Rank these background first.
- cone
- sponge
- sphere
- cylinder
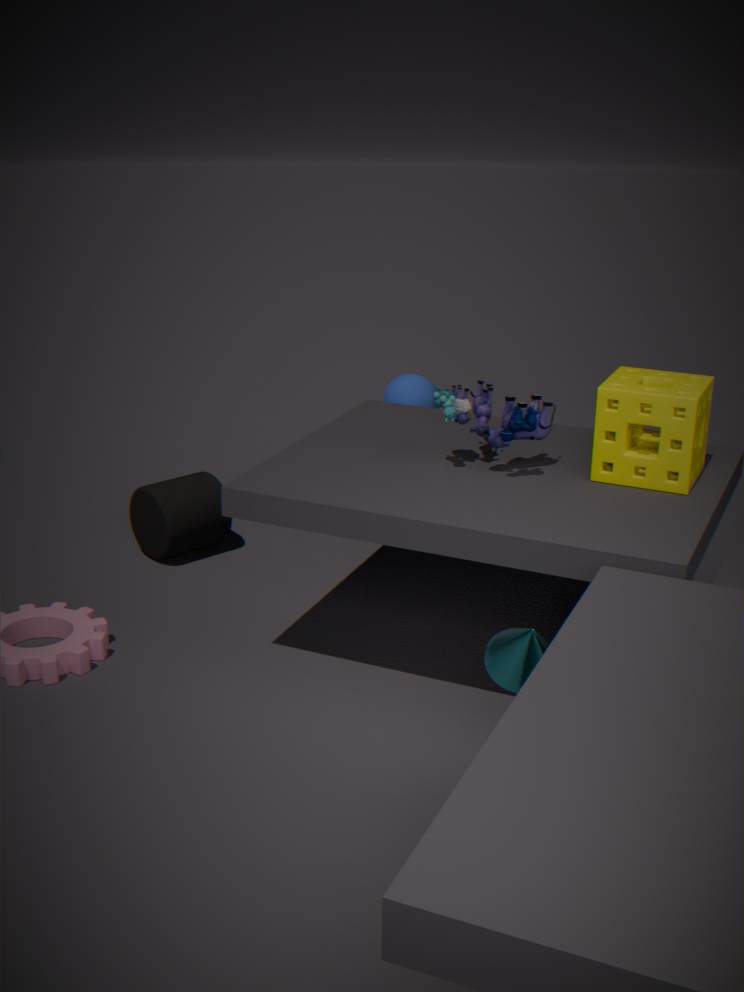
sphere, cylinder, sponge, cone
